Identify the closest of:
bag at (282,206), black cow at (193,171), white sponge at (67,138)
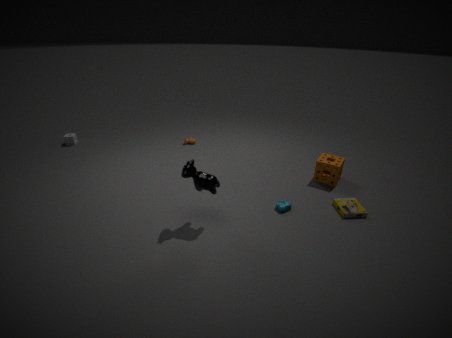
black cow at (193,171)
